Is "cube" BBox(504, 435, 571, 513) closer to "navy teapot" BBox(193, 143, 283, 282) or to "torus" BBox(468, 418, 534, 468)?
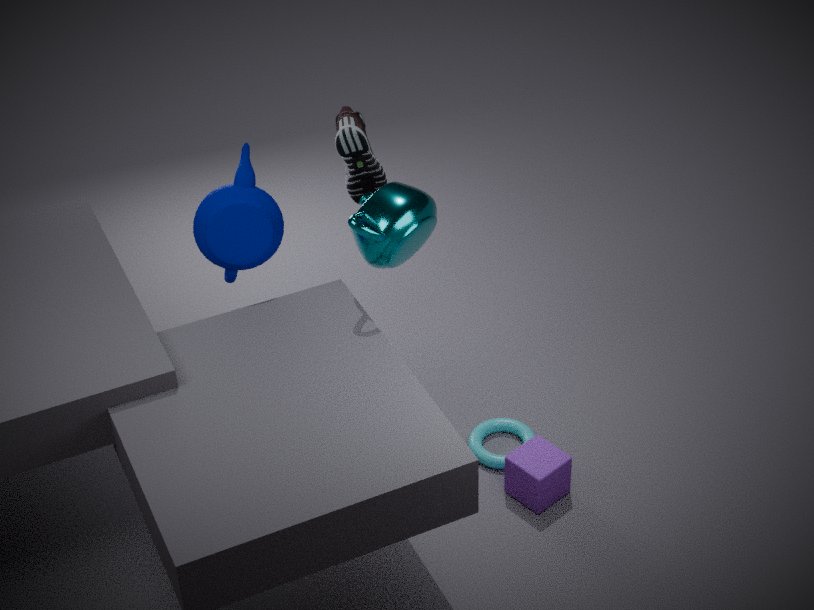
"torus" BBox(468, 418, 534, 468)
